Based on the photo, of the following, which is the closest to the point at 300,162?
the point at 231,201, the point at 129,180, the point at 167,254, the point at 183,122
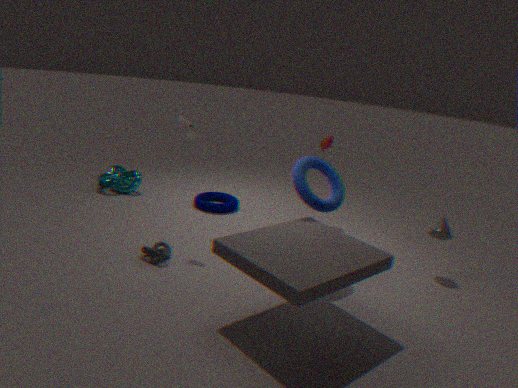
the point at 183,122
